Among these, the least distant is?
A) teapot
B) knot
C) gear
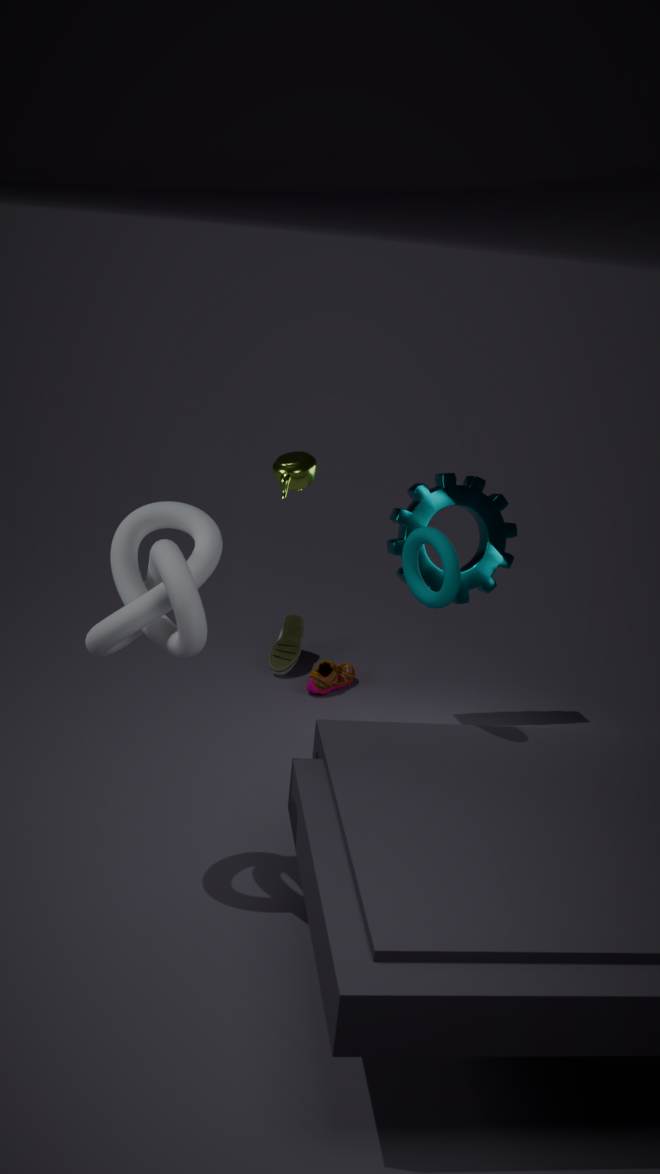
knot
